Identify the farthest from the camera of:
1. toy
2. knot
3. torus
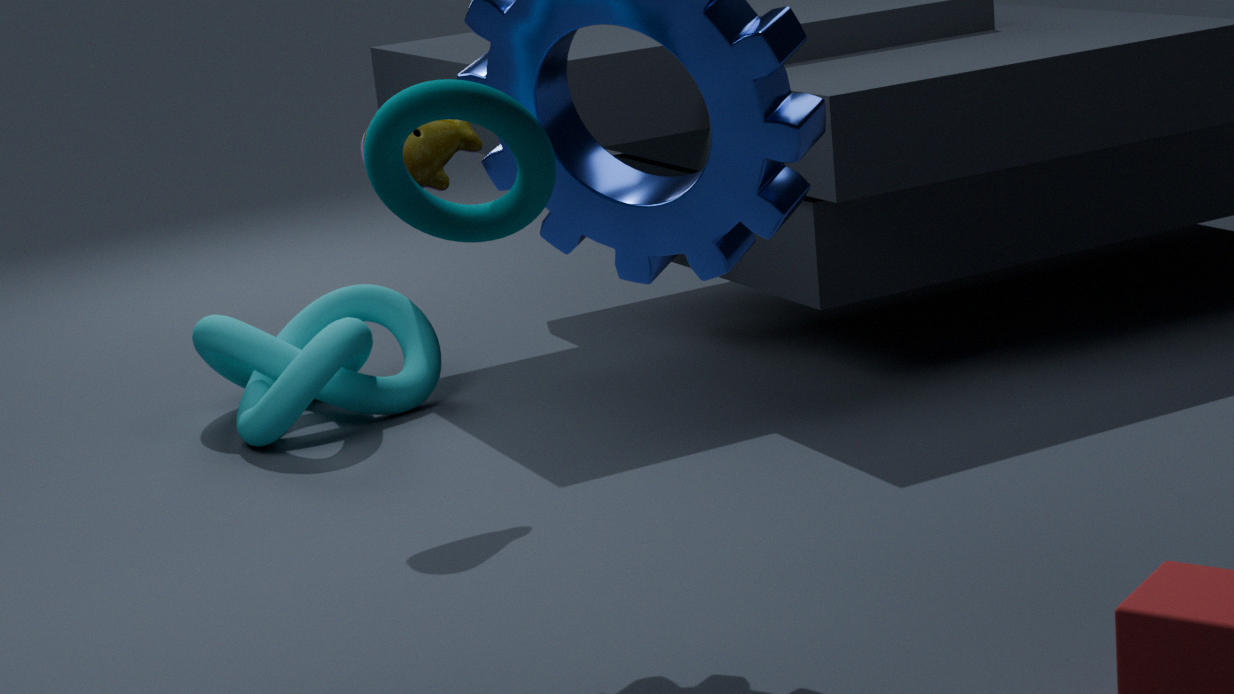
knot
